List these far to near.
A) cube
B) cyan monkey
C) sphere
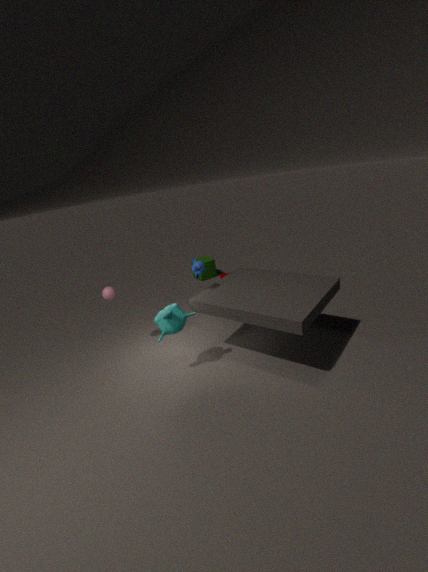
cube → sphere → cyan monkey
